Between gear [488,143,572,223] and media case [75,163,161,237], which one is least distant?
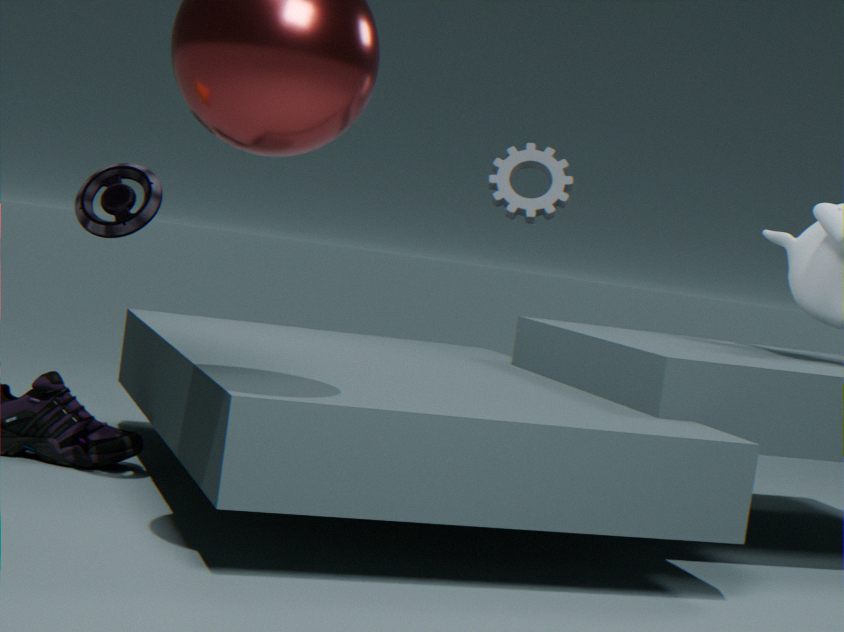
media case [75,163,161,237]
